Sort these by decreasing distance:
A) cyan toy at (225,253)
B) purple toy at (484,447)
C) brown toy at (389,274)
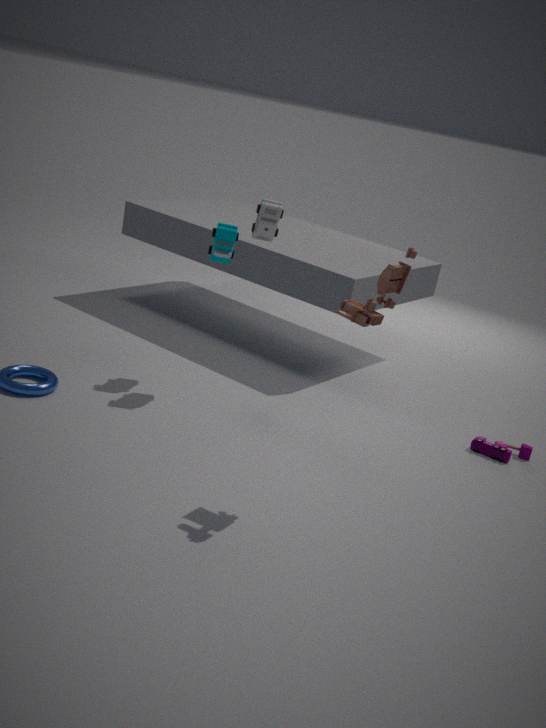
purple toy at (484,447)
cyan toy at (225,253)
brown toy at (389,274)
